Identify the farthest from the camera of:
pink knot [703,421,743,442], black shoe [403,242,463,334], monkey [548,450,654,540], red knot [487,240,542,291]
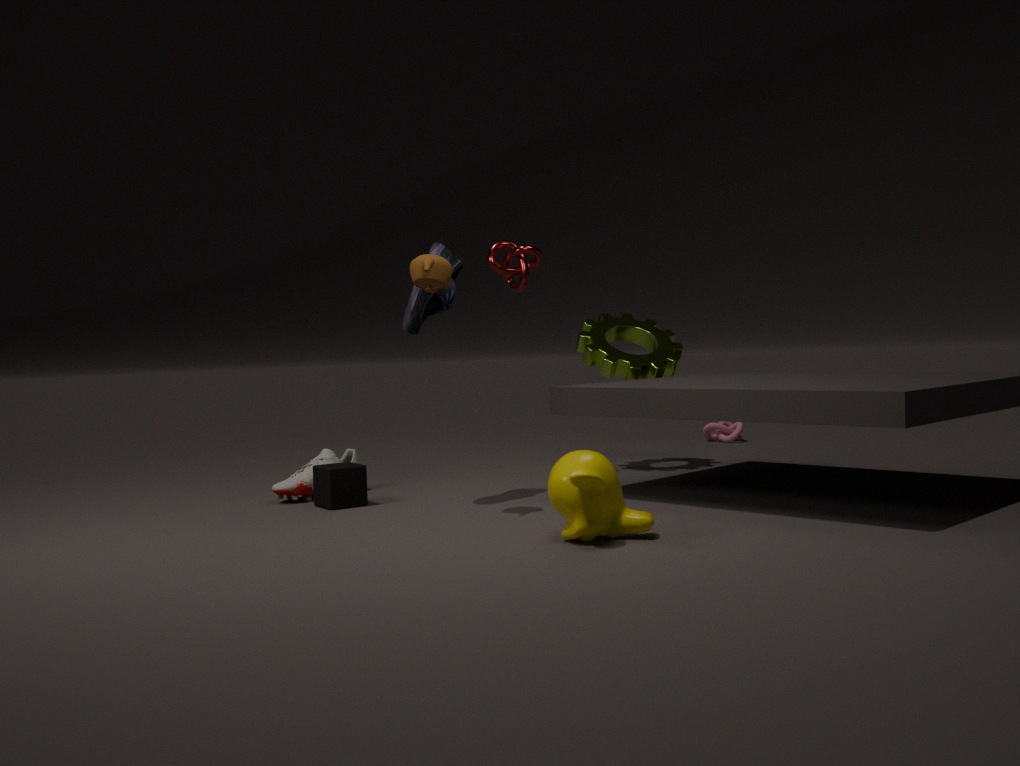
pink knot [703,421,743,442]
